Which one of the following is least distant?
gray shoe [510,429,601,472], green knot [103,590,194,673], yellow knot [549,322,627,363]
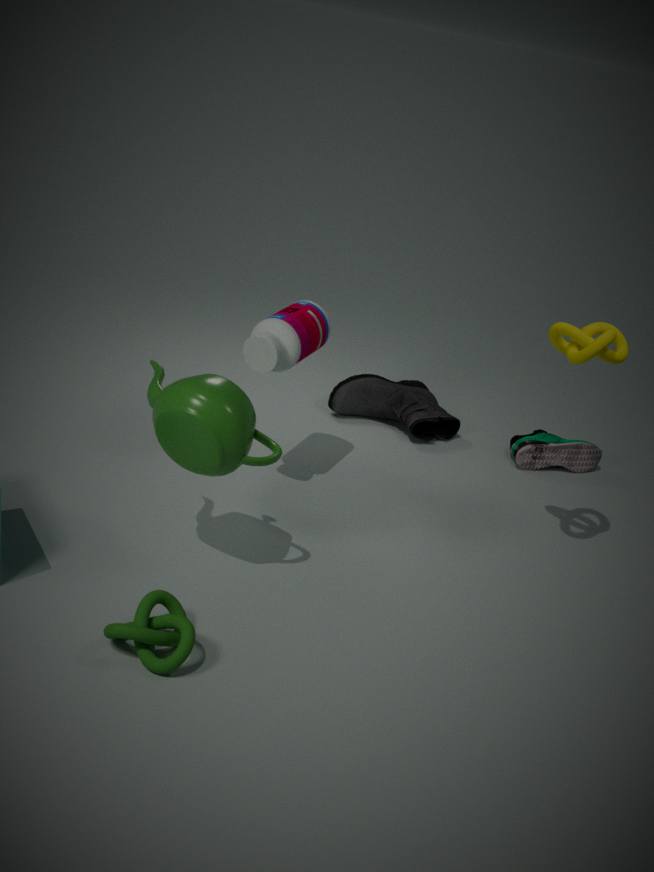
green knot [103,590,194,673]
